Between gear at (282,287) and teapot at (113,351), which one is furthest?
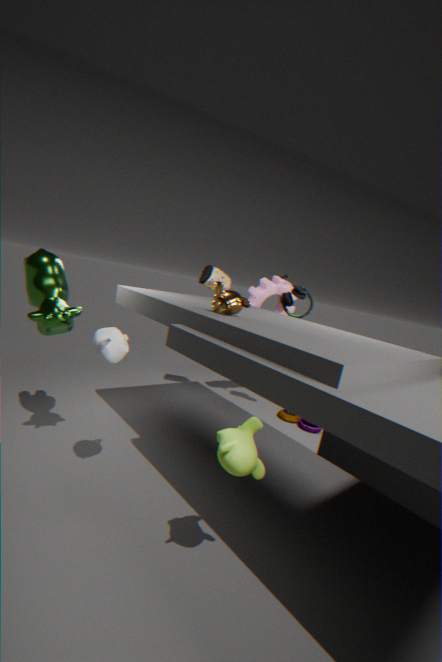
gear at (282,287)
